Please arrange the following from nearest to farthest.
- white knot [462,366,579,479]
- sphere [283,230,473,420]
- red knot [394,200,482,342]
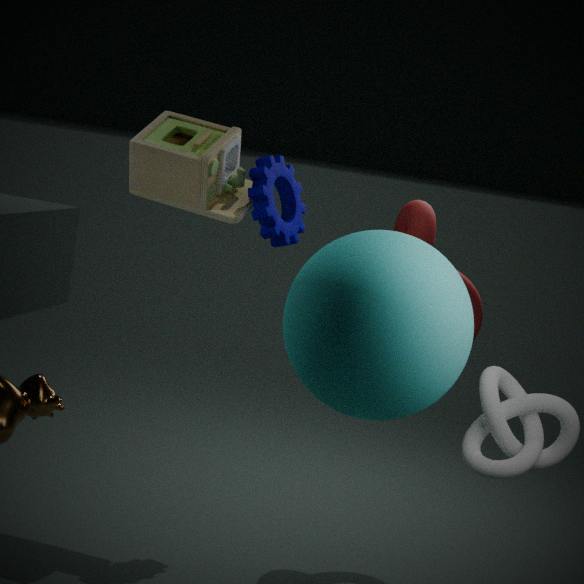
sphere [283,230,473,420] → white knot [462,366,579,479] → red knot [394,200,482,342]
